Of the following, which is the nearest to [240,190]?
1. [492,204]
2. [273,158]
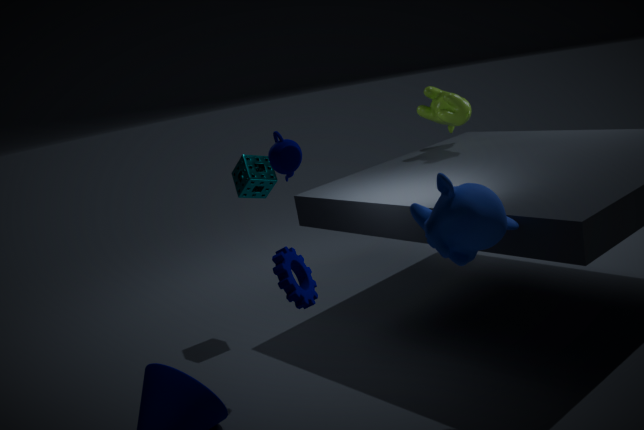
[273,158]
